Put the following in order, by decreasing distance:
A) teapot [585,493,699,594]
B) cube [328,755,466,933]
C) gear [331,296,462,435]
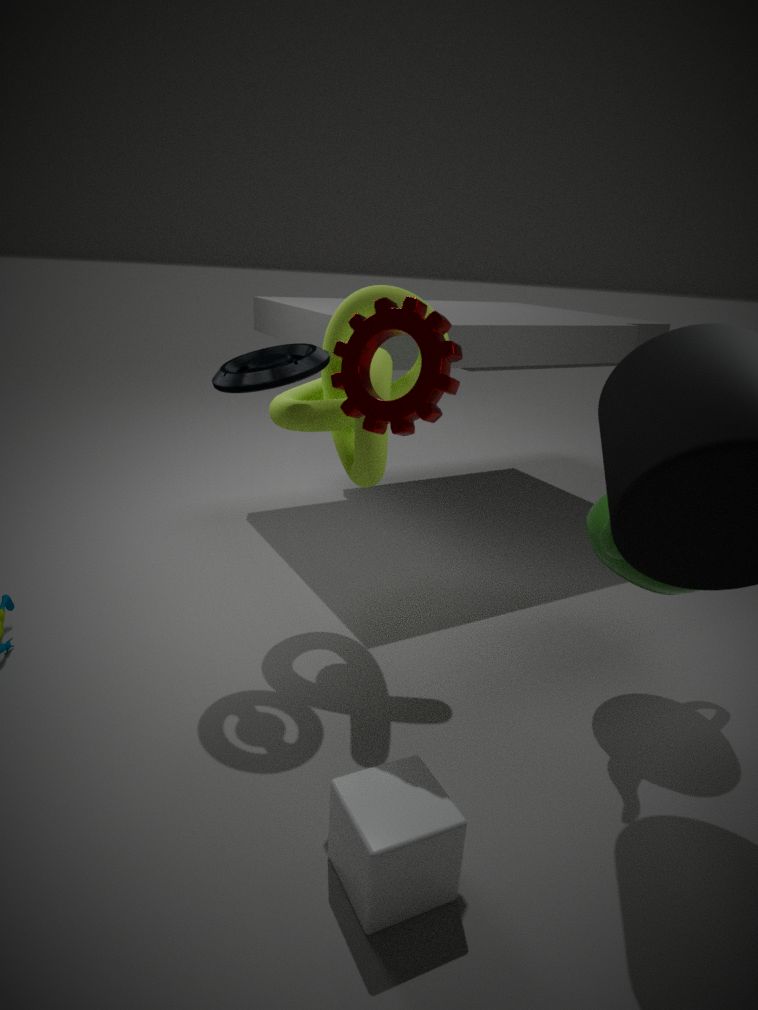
1. teapot [585,493,699,594]
2. gear [331,296,462,435]
3. cube [328,755,466,933]
